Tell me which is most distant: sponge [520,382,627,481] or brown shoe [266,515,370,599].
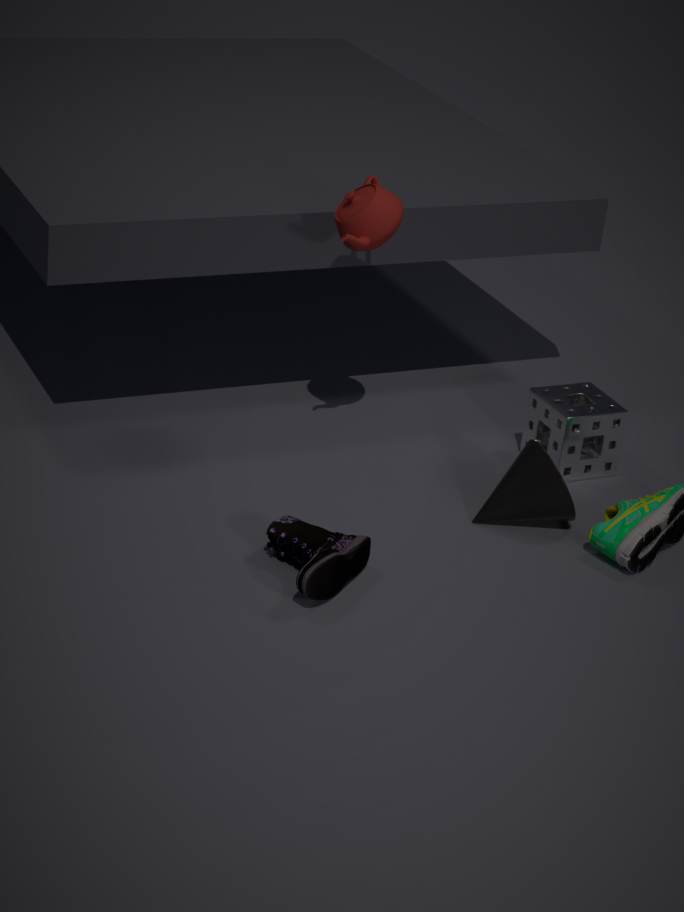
sponge [520,382,627,481]
